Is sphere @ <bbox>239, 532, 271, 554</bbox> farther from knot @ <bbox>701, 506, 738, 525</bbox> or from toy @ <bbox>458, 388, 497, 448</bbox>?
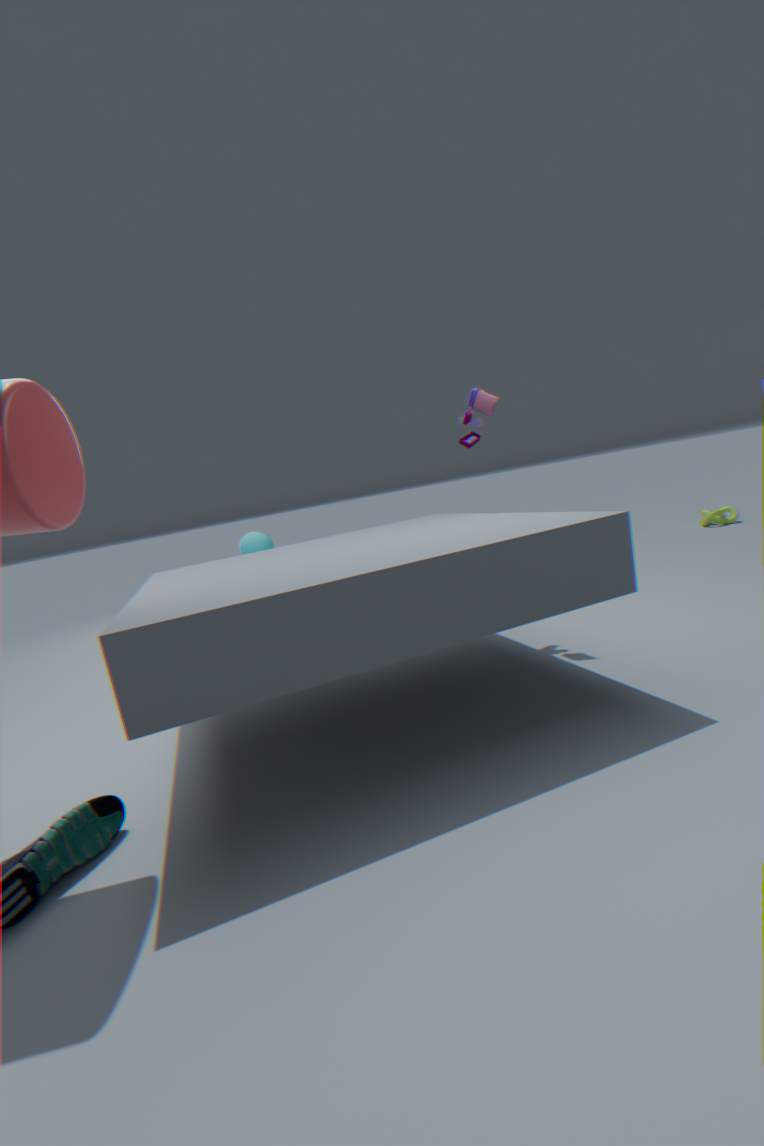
knot @ <bbox>701, 506, 738, 525</bbox>
